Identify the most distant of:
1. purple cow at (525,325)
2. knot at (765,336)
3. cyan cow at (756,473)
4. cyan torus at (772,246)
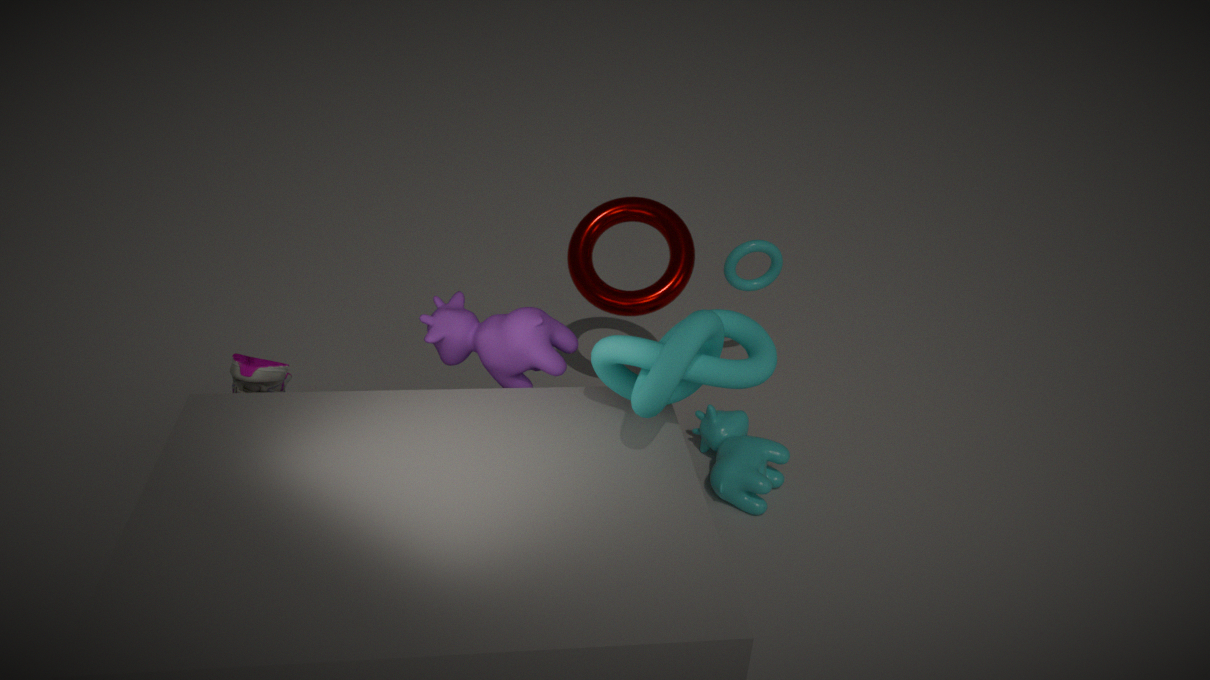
cyan torus at (772,246)
